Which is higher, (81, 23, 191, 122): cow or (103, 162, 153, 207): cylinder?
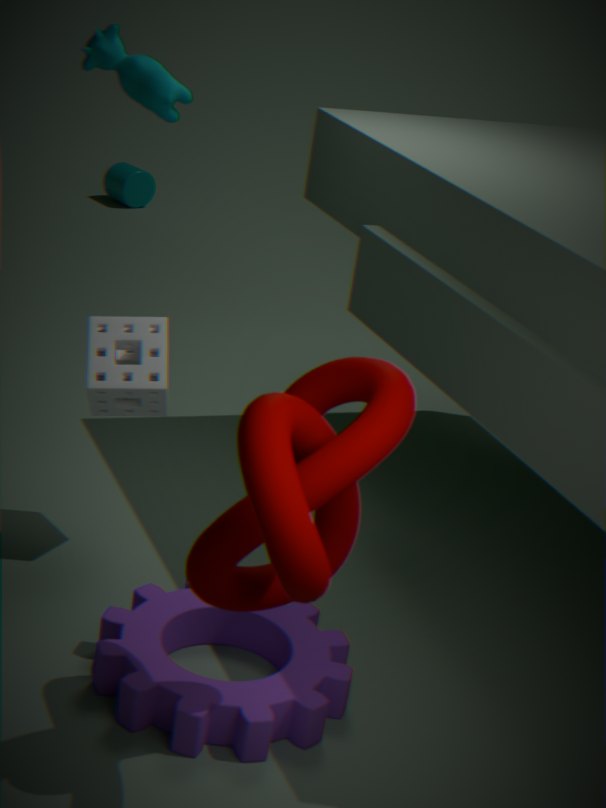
(81, 23, 191, 122): cow
